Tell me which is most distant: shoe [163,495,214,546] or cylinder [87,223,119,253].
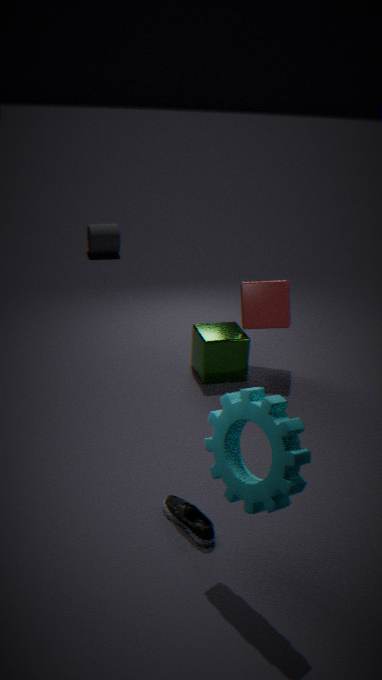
cylinder [87,223,119,253]
